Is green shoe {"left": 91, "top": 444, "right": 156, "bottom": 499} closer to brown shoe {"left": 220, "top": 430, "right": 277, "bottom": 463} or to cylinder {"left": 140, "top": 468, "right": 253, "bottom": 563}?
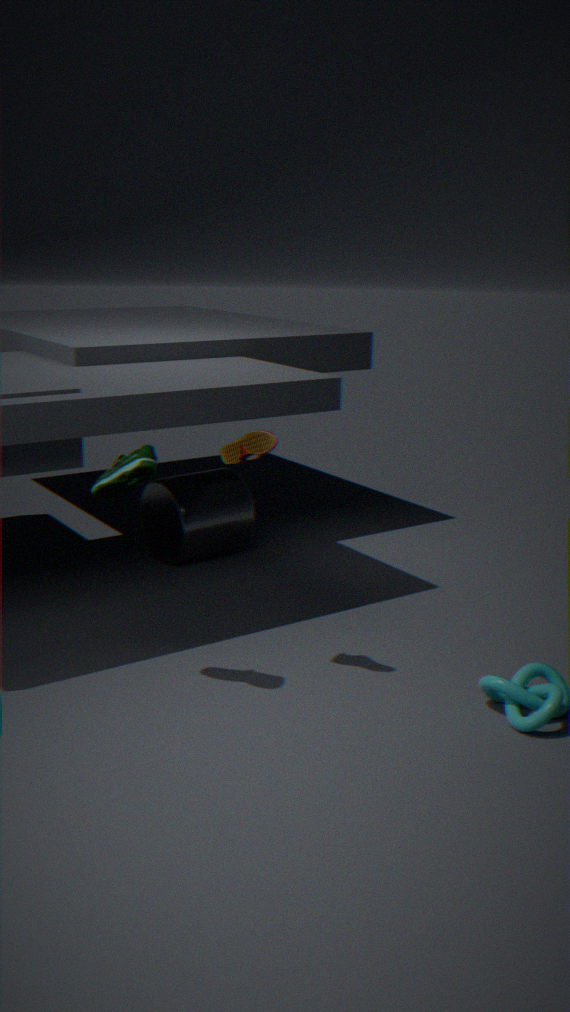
brown shoe {"left": 220, "top": 430, "right": 277, "bottom": 463}
